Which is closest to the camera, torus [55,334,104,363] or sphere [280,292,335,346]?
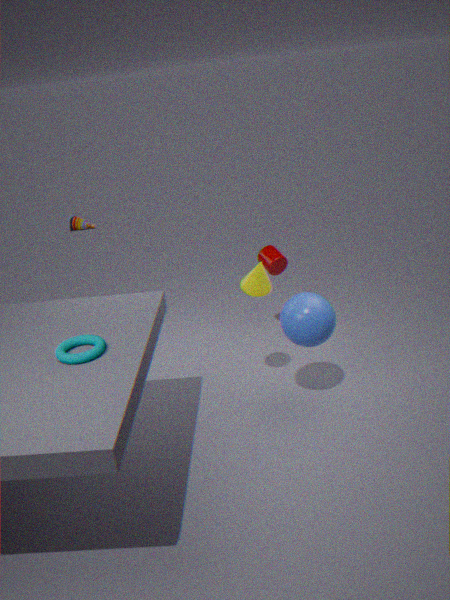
torus [55,334,104,363]
